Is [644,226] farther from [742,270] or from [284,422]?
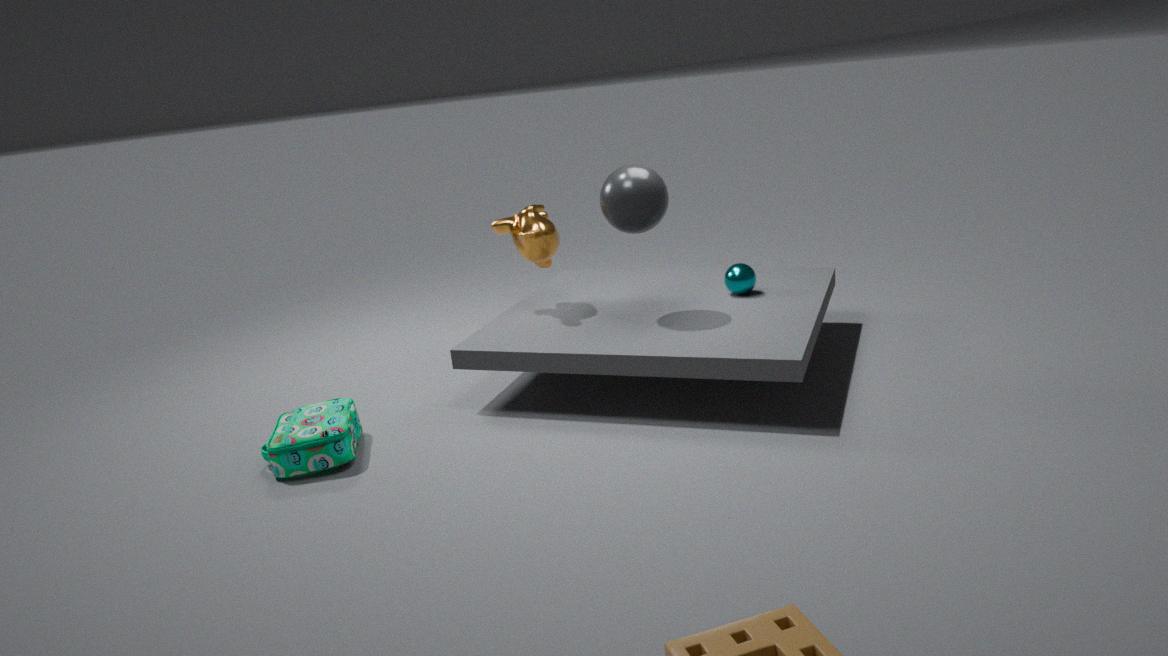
[284,422]
